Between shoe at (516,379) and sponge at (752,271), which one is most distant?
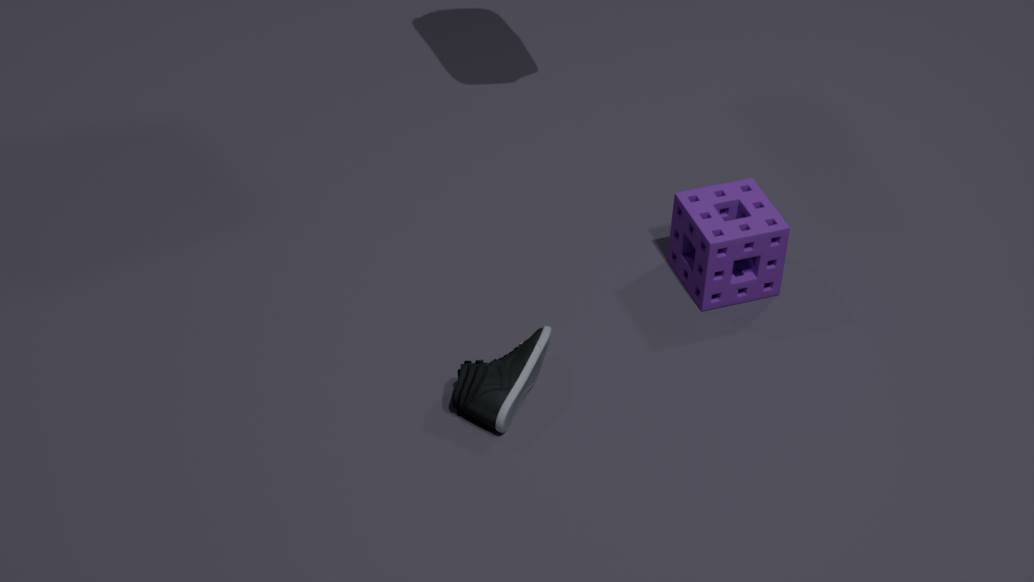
sponge at (752,271)
